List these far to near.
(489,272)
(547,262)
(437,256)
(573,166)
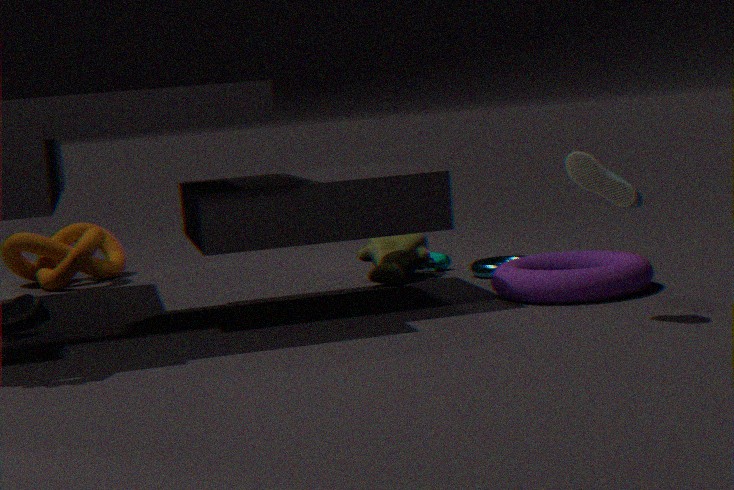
(437,256), (489,272), (547,262), (573,166)
